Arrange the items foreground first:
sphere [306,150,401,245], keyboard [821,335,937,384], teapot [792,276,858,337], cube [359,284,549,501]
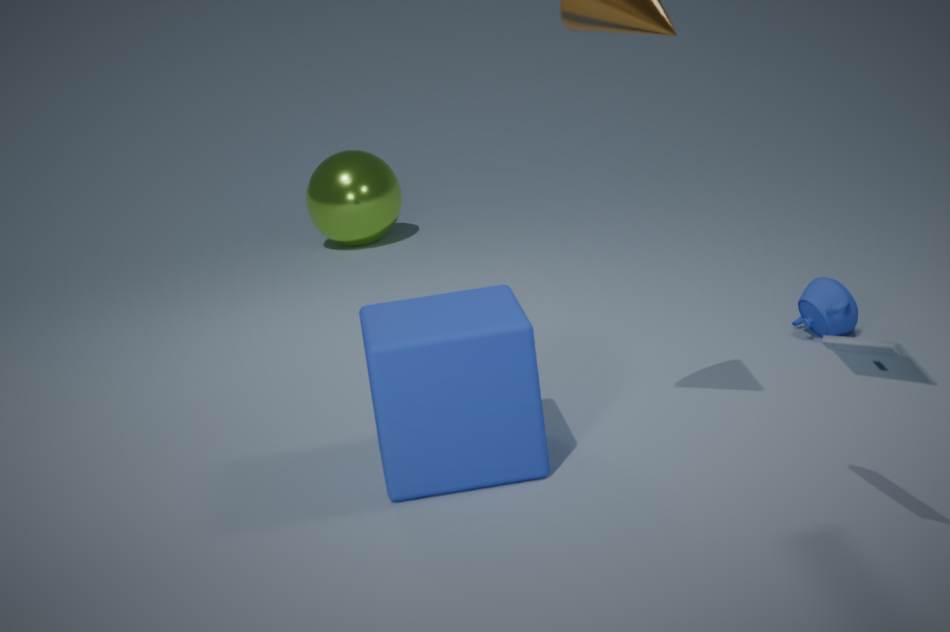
keyboard [821,335,937,384]
cube [359,284,549,501]
teapot [792,276,858,337]
sphere [306,150,401,245]
